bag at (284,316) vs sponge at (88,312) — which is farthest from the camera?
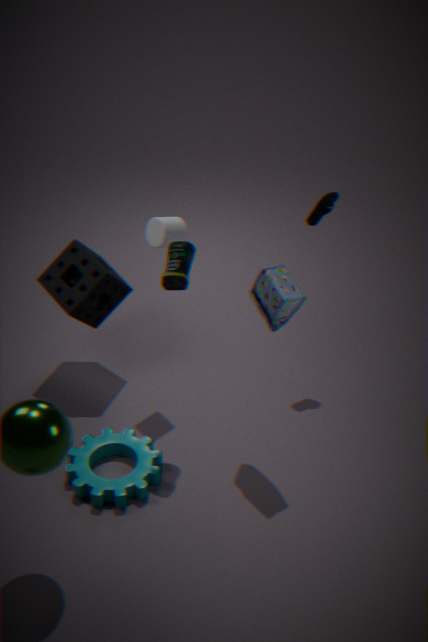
sponge at (88,312)
